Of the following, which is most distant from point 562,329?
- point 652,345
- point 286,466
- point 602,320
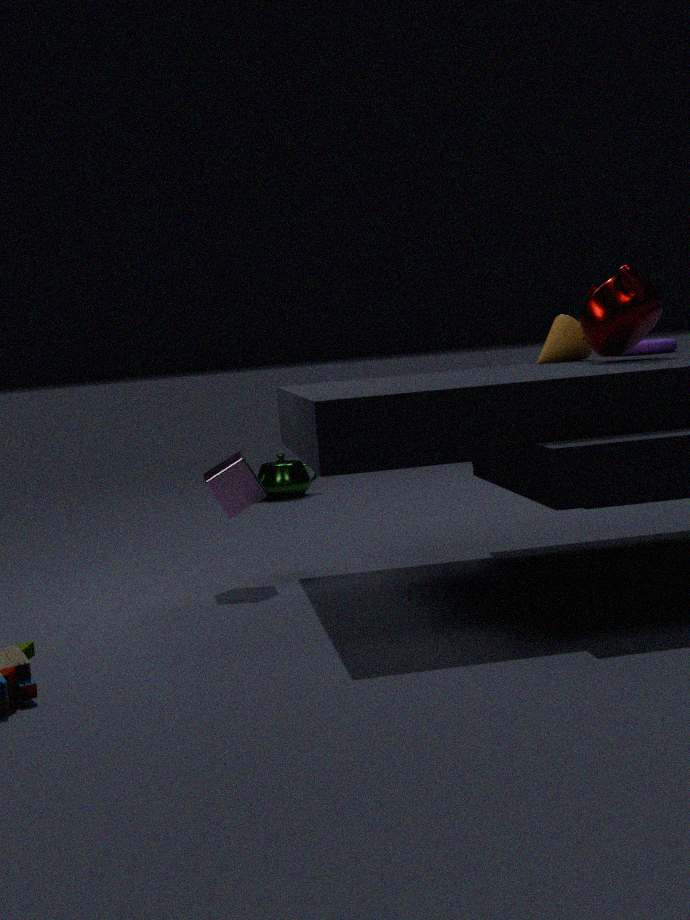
point 286,466
